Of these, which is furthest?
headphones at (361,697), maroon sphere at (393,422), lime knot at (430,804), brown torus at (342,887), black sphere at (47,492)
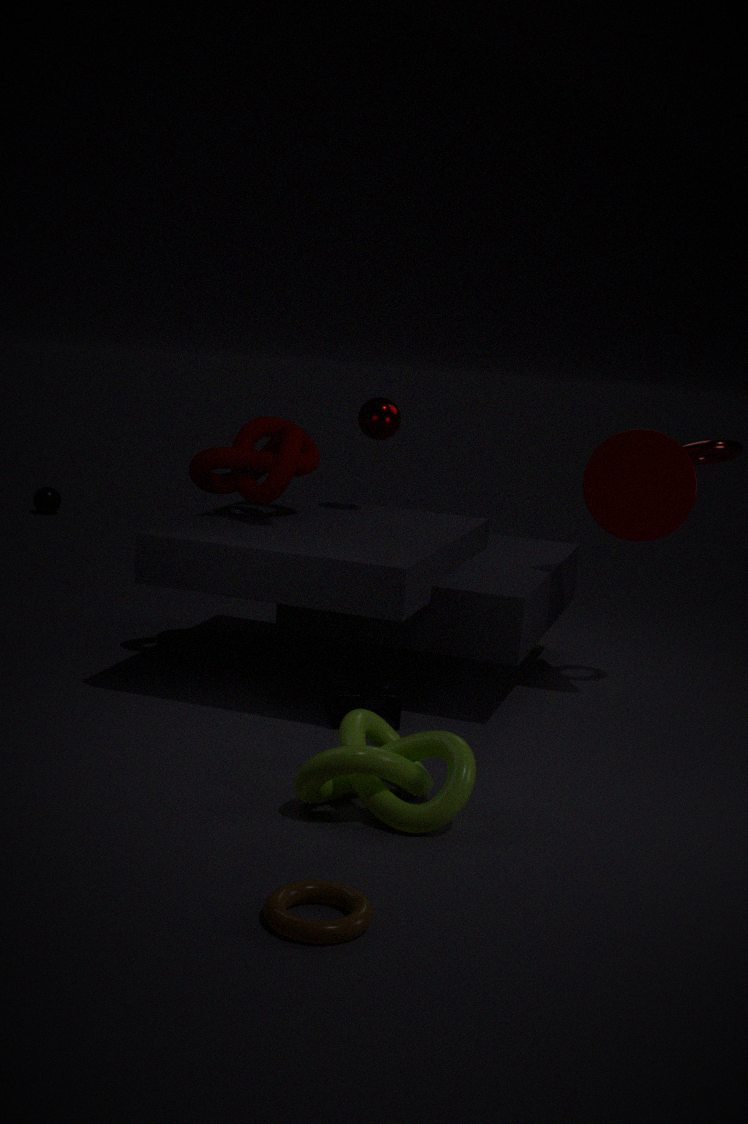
black sphere at (47,492)
